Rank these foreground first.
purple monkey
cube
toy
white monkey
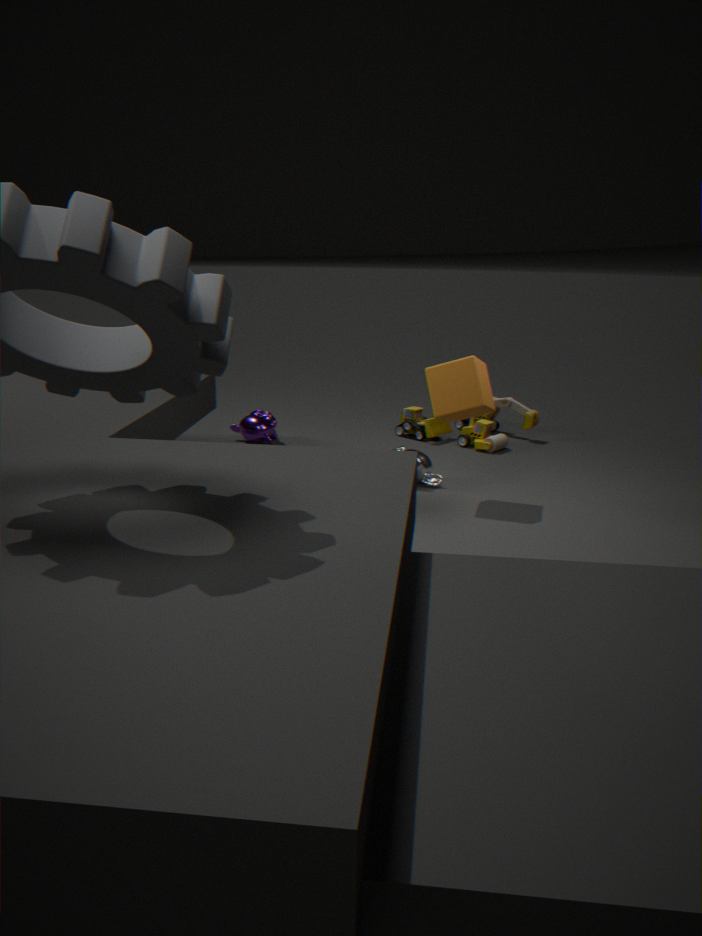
cube
white monkey
toy
purple monkey
